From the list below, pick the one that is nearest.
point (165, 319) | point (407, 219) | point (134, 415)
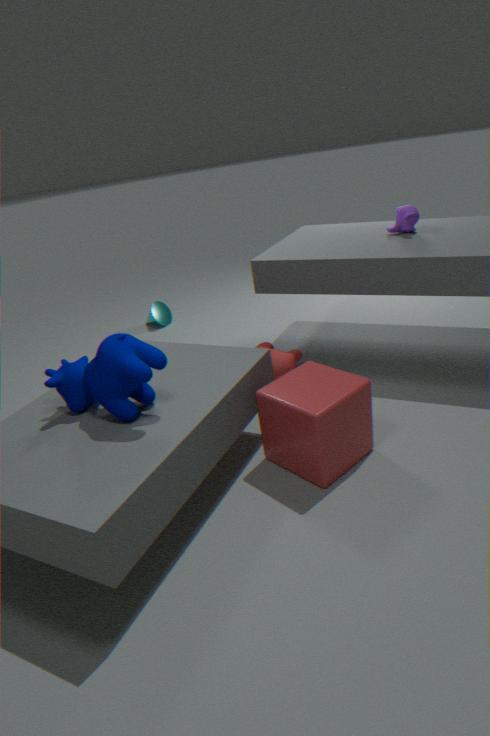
point (134, 415)
